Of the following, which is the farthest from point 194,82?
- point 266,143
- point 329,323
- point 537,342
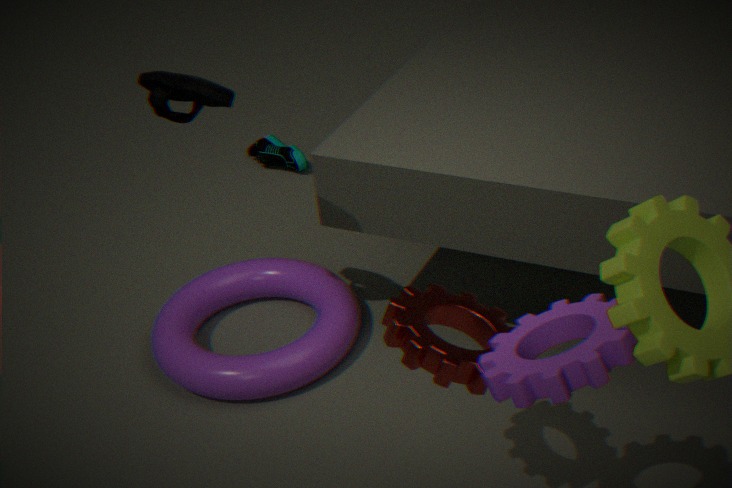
point 266,143
